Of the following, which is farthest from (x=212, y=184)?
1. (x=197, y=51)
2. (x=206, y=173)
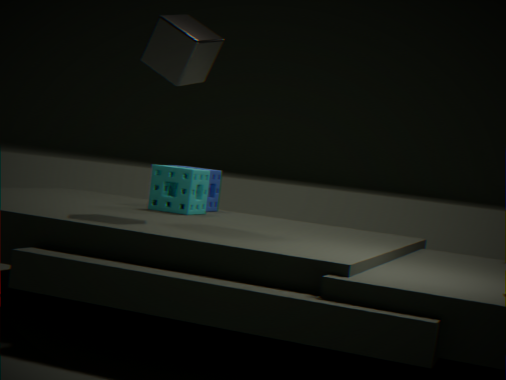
(x=197, y=51)
